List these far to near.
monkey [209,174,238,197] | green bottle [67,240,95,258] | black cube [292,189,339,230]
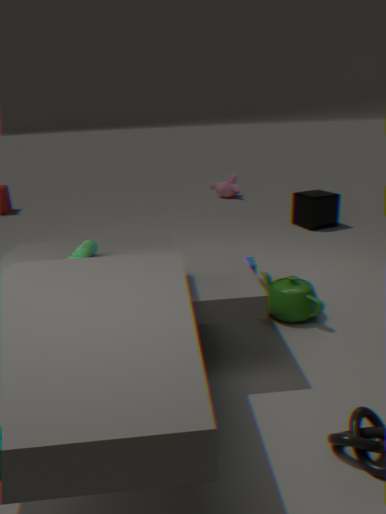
1. monkey [209,174,238,197]
2. black cube [292,189,339,230]
3. green bottle [67,240,95,258]
